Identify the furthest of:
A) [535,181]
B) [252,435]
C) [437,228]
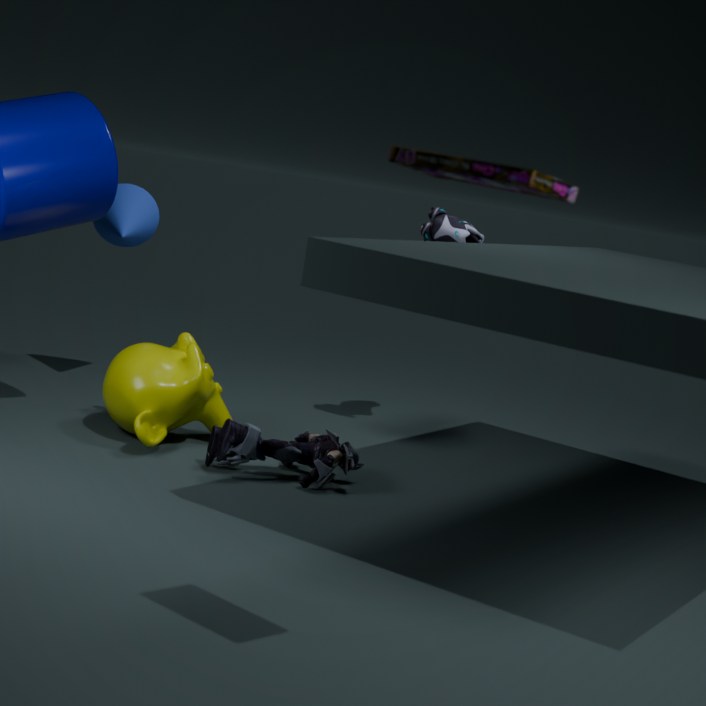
[437,228]
